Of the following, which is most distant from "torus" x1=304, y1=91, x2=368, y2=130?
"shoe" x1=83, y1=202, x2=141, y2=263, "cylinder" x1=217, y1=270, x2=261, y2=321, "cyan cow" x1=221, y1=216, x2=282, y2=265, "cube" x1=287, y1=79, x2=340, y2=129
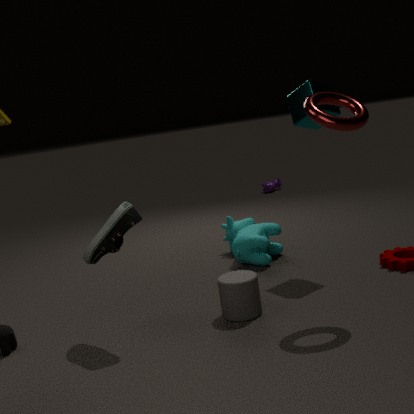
"cyan cow" x1=221, y1=216, x2=282, y2=265
